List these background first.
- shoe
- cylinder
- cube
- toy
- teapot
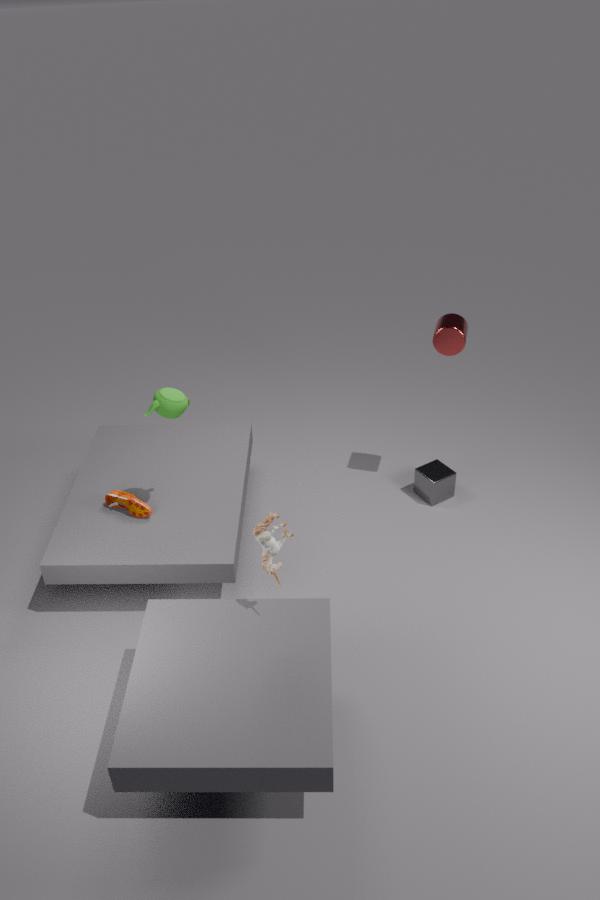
cube
cylinder
shoe
teapot
toy
